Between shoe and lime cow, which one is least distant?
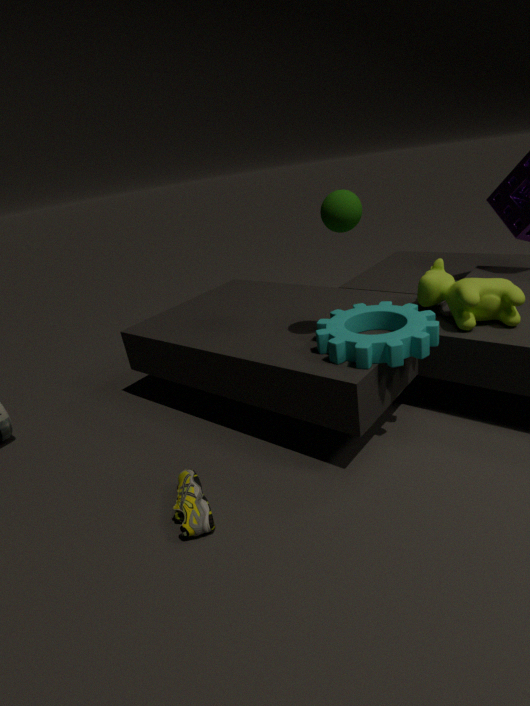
shoe
